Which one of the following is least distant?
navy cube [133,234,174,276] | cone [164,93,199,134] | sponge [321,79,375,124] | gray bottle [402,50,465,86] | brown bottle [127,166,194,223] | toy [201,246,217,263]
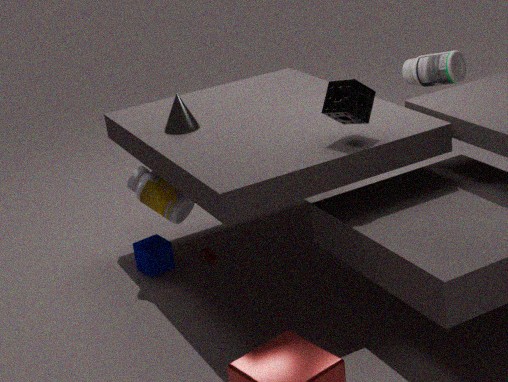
sponge [321,79,375,124]
